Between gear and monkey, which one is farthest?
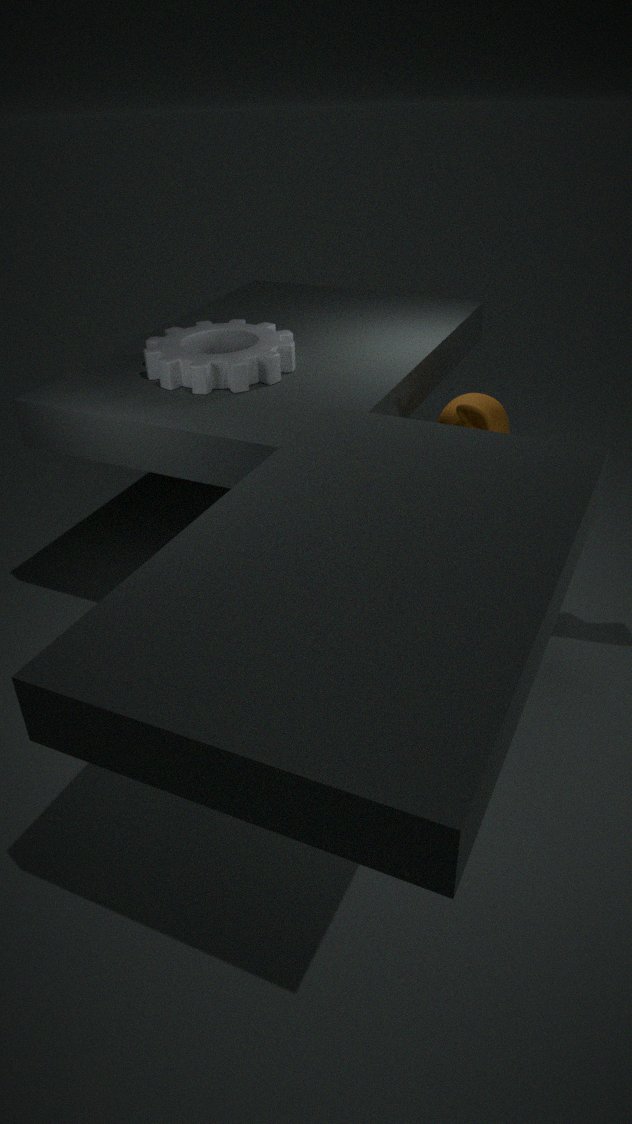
gear
